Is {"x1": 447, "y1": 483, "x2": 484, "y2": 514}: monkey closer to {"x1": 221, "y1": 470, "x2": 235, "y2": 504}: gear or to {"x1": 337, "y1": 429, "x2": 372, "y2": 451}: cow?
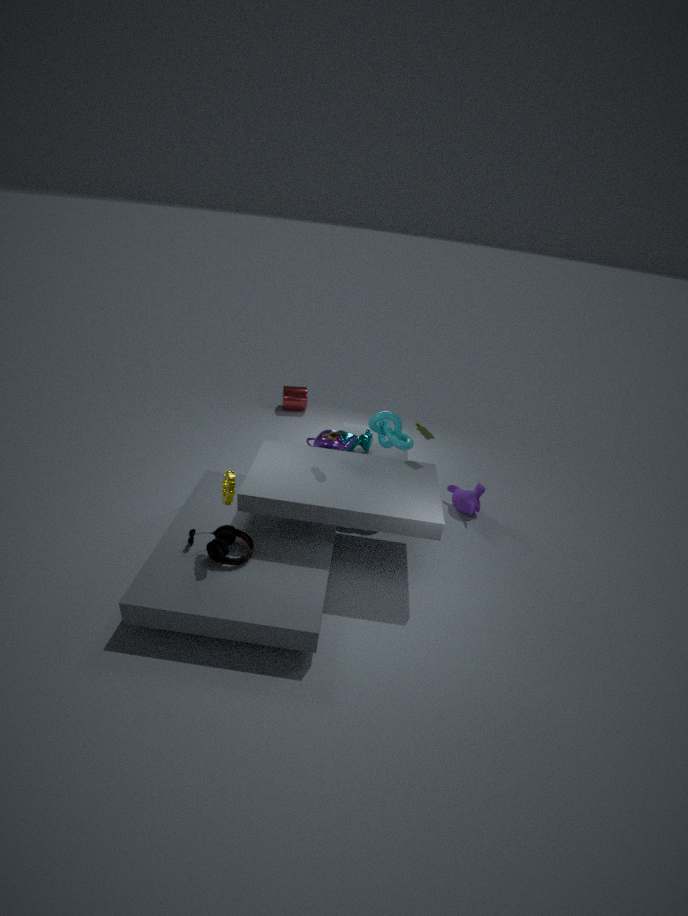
{"x1": 337, "y1": 429, "x2": 372, "y2": 451}: cow
